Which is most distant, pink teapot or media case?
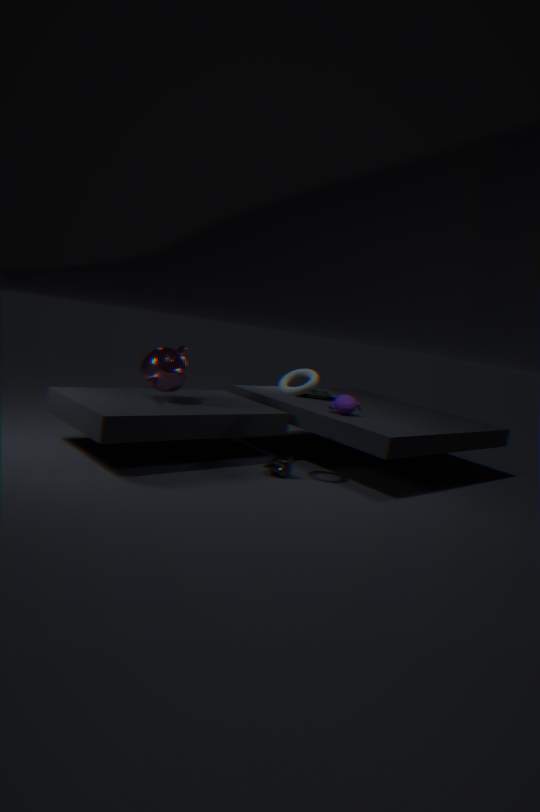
media case
